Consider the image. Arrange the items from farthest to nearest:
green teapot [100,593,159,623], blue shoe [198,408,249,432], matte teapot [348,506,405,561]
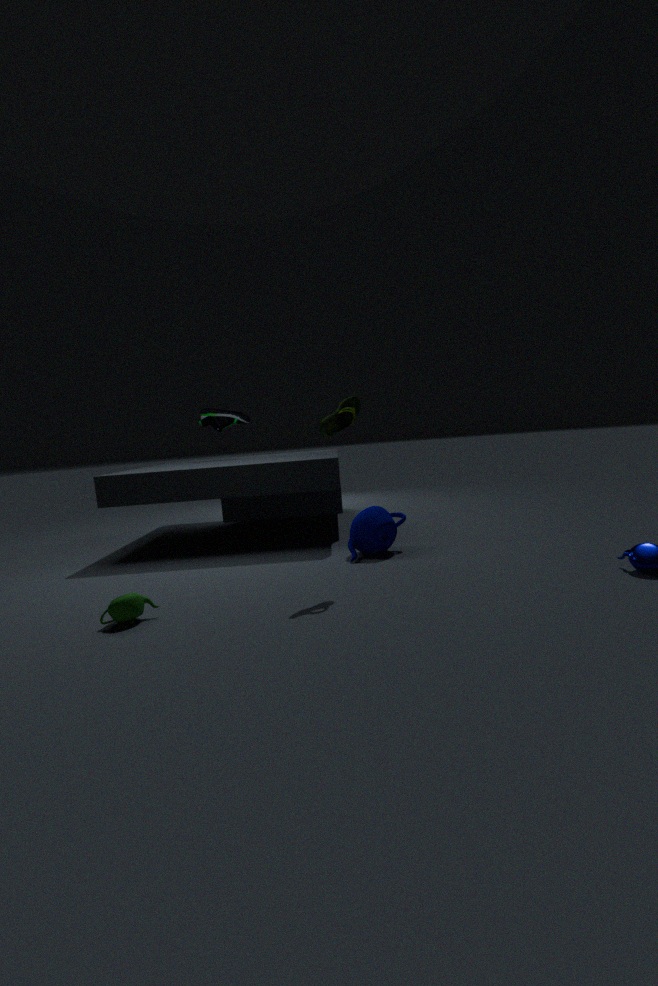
blue shoe [198,408,249,432] < matte teapot [348,506,405,561] < green teapot [100,593,159,623]
